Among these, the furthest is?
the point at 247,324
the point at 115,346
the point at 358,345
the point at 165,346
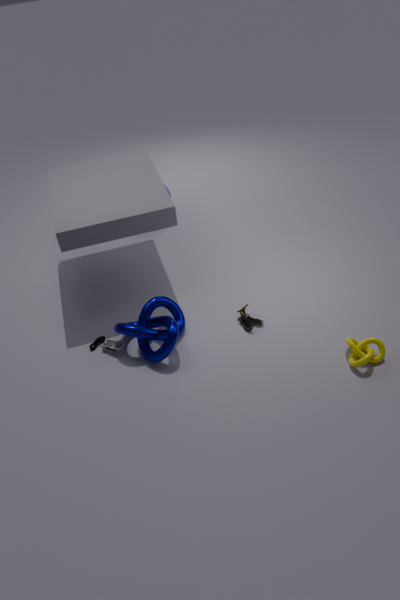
the point at 247,324
